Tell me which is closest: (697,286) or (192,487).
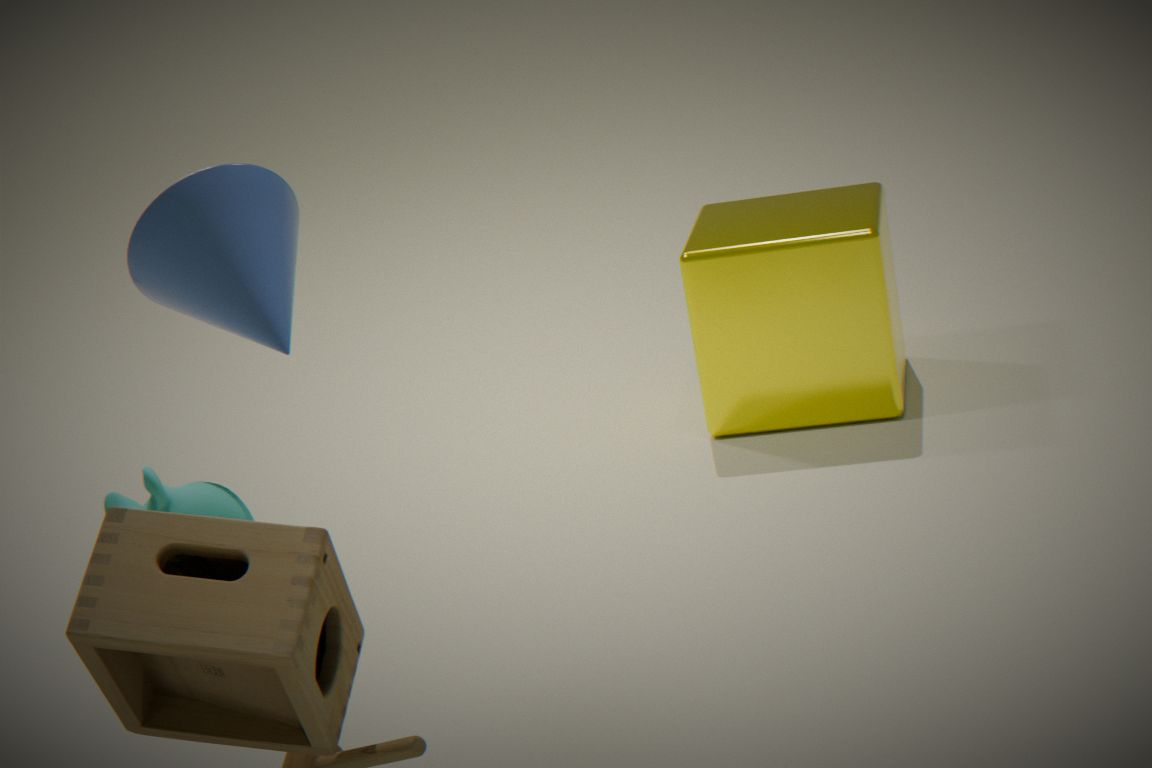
(192,487)
